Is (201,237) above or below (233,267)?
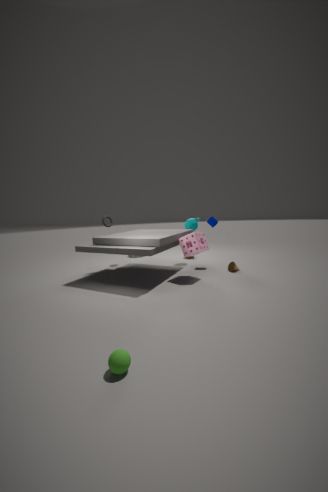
above
